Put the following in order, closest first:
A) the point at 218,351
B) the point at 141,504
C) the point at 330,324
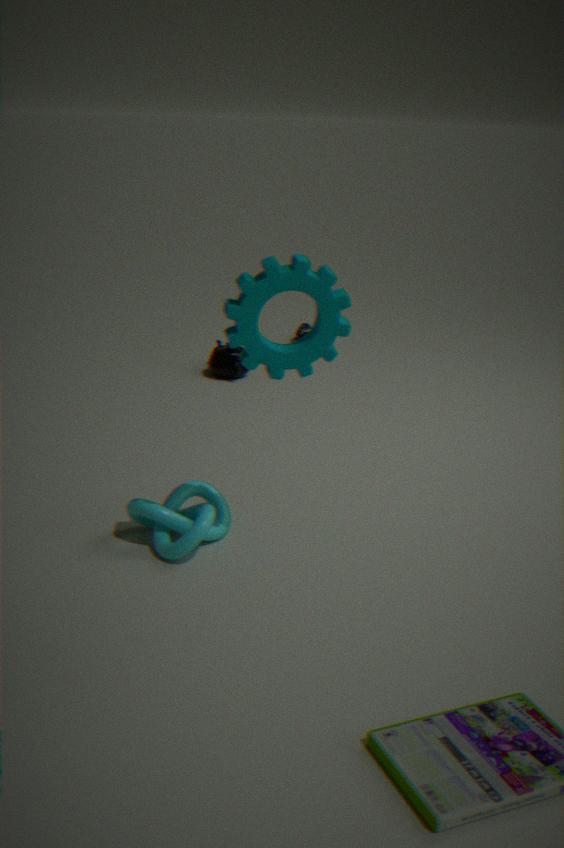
the point at 330,324 < the point at 141,504 < the point at 218,351
